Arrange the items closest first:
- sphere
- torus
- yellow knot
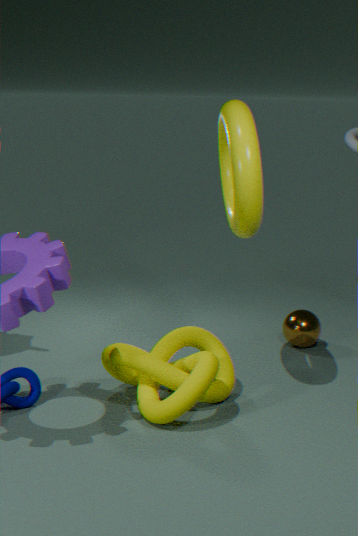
torus < yellow knot < sphere
